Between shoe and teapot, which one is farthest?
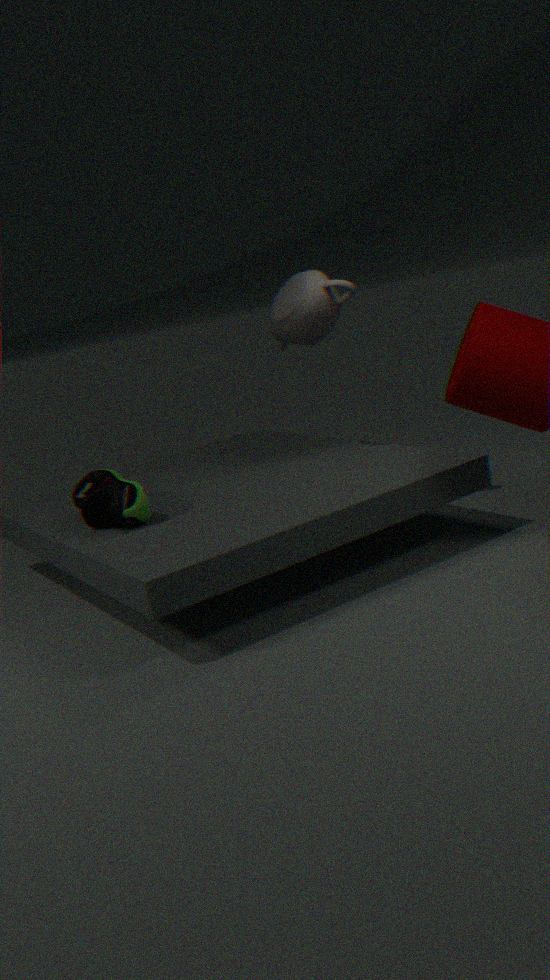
teapot
